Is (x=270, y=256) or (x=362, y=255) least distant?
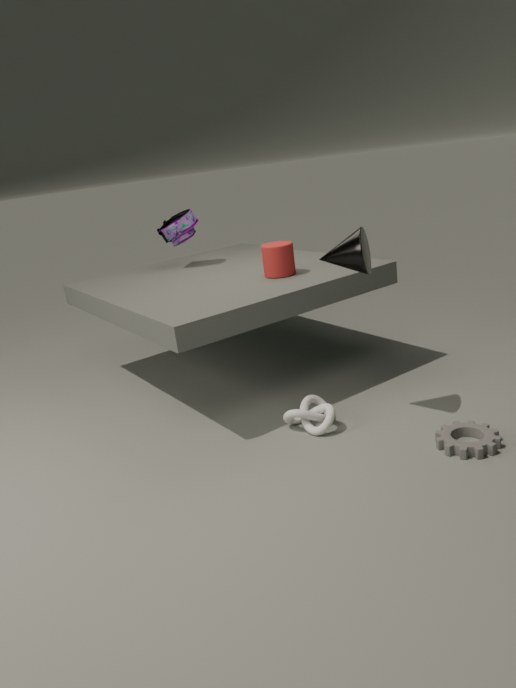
(x=362, y=255)
